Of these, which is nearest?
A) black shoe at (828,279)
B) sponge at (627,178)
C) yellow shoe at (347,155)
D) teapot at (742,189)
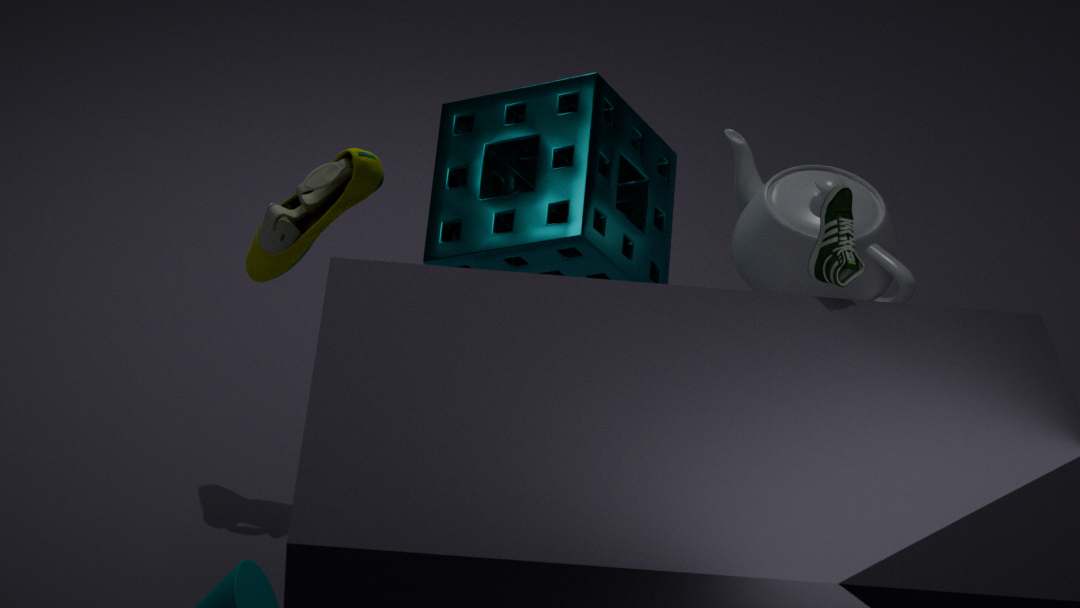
black shoe at (828,279)
